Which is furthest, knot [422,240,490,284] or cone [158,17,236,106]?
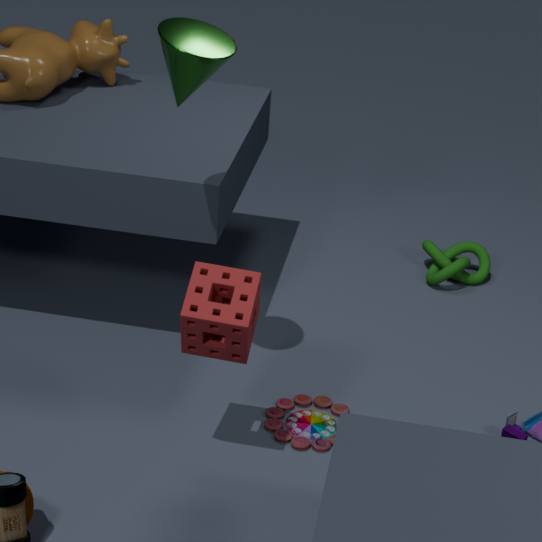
knot [422,240,490,284]
